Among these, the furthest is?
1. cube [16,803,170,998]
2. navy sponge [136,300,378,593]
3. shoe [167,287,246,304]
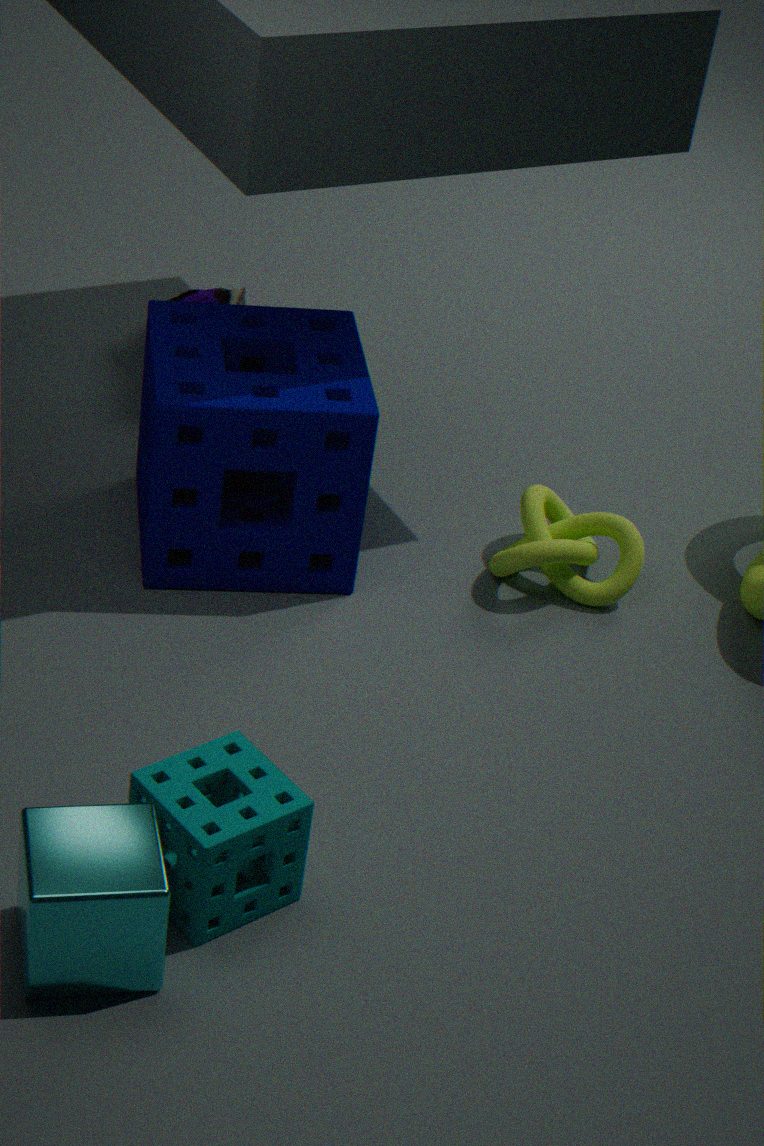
shoe [167,287,246,304]
